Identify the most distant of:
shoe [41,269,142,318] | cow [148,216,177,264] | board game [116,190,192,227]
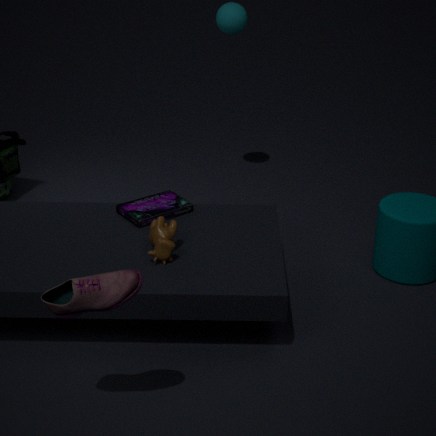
board game [116,190,192,227]
